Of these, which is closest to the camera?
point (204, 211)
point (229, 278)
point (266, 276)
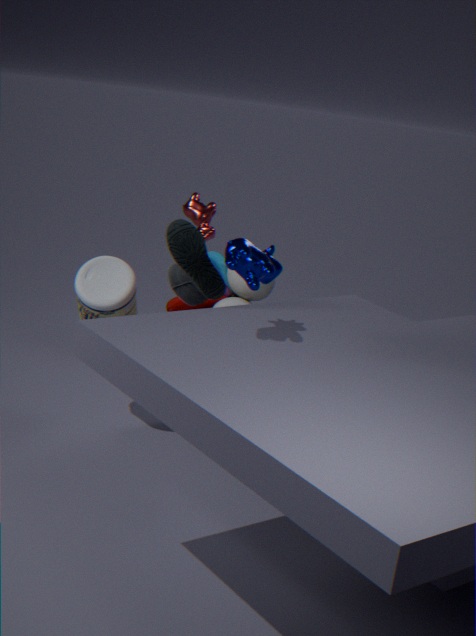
point (266, 276)
